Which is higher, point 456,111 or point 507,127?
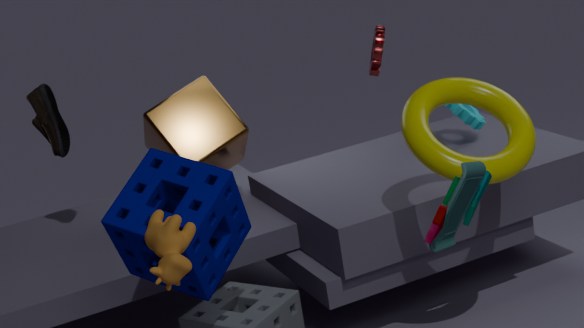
point 507,127
